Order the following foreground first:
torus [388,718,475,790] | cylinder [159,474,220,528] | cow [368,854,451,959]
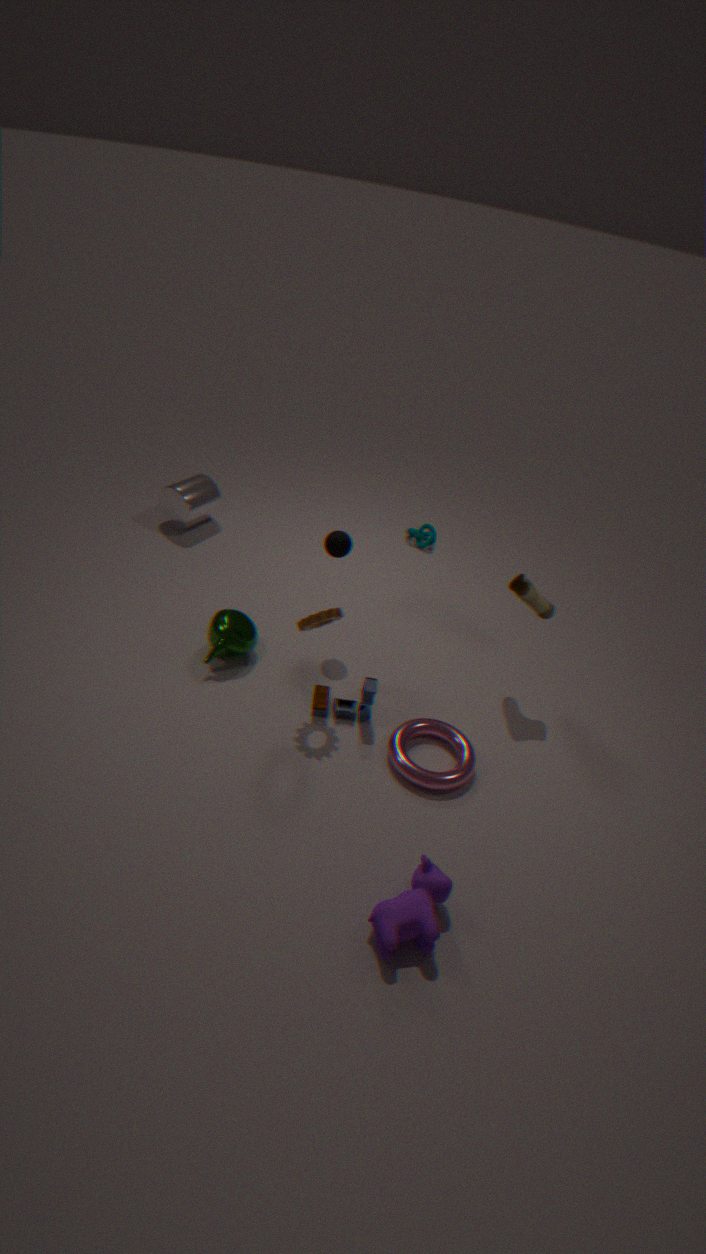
cow [368,854,451,959] → torus [388,718,475,790] → cylinder [159,474,220,528]
